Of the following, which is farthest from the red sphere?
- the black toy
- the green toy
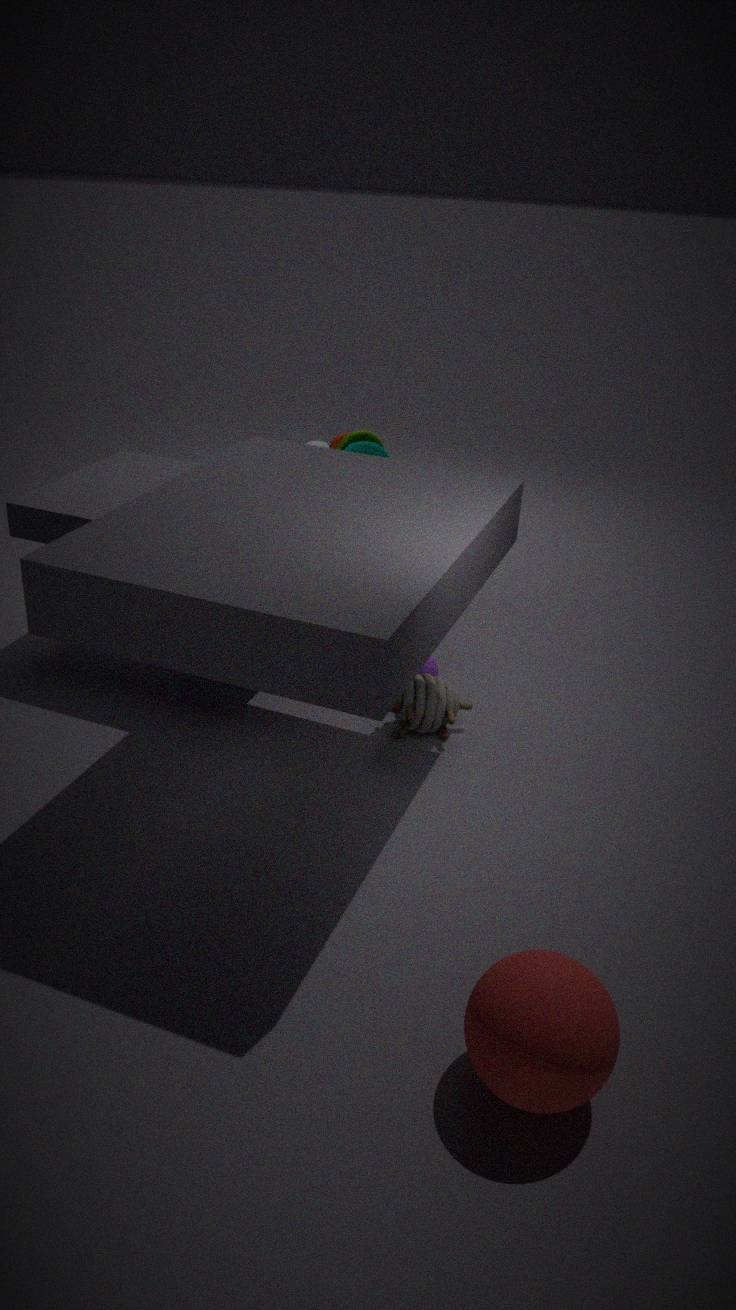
the green toy
